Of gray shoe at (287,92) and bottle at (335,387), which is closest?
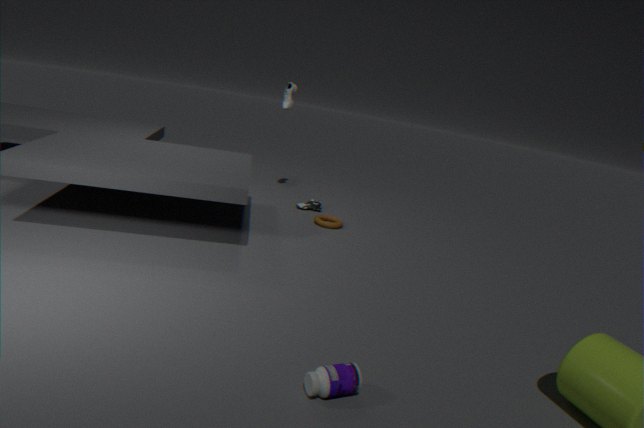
bottle at (335,387)
